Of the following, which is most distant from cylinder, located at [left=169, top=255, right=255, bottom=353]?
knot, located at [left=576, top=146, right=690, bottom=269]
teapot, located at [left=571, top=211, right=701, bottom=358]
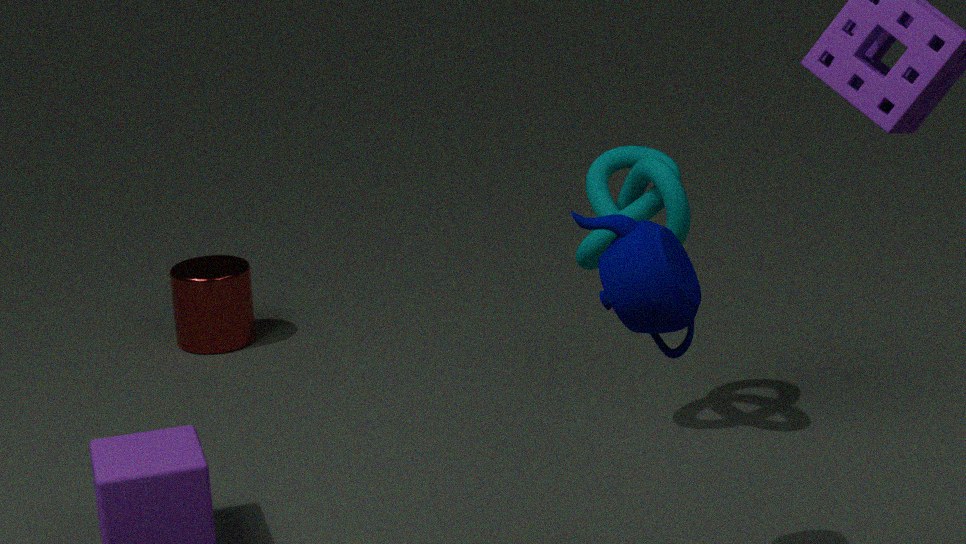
teapot, located at [left=571, top=211, right=701, bottom=358]
